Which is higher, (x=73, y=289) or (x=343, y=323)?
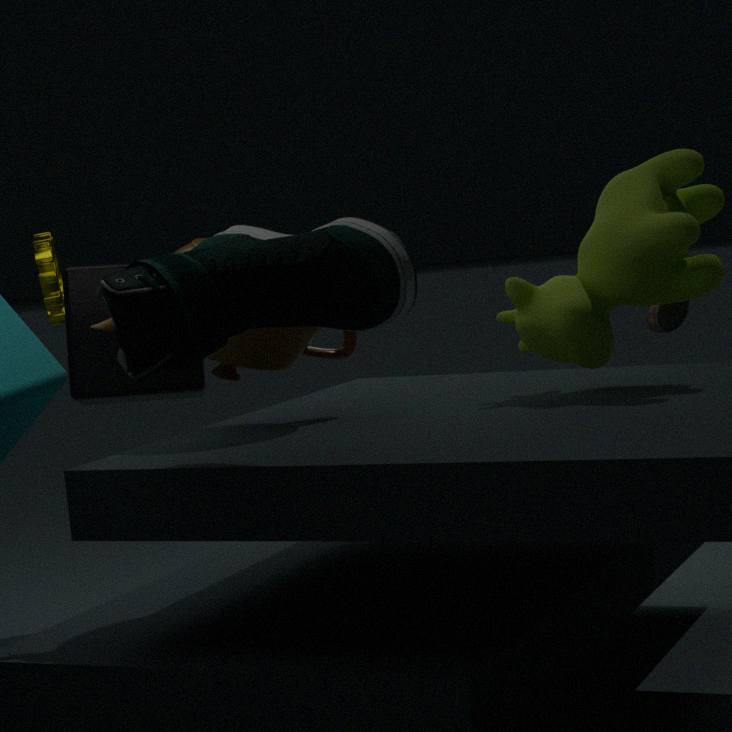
(x=343, y=323)
